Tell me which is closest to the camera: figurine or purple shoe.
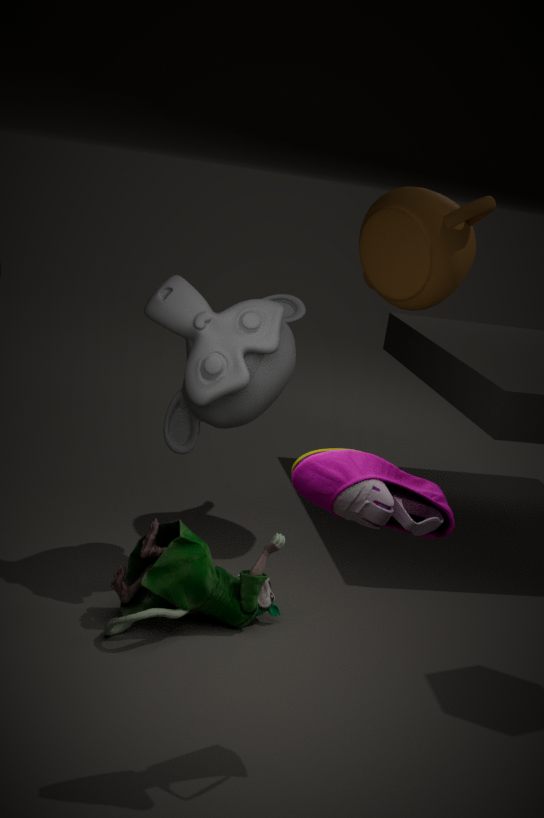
purple shoe
